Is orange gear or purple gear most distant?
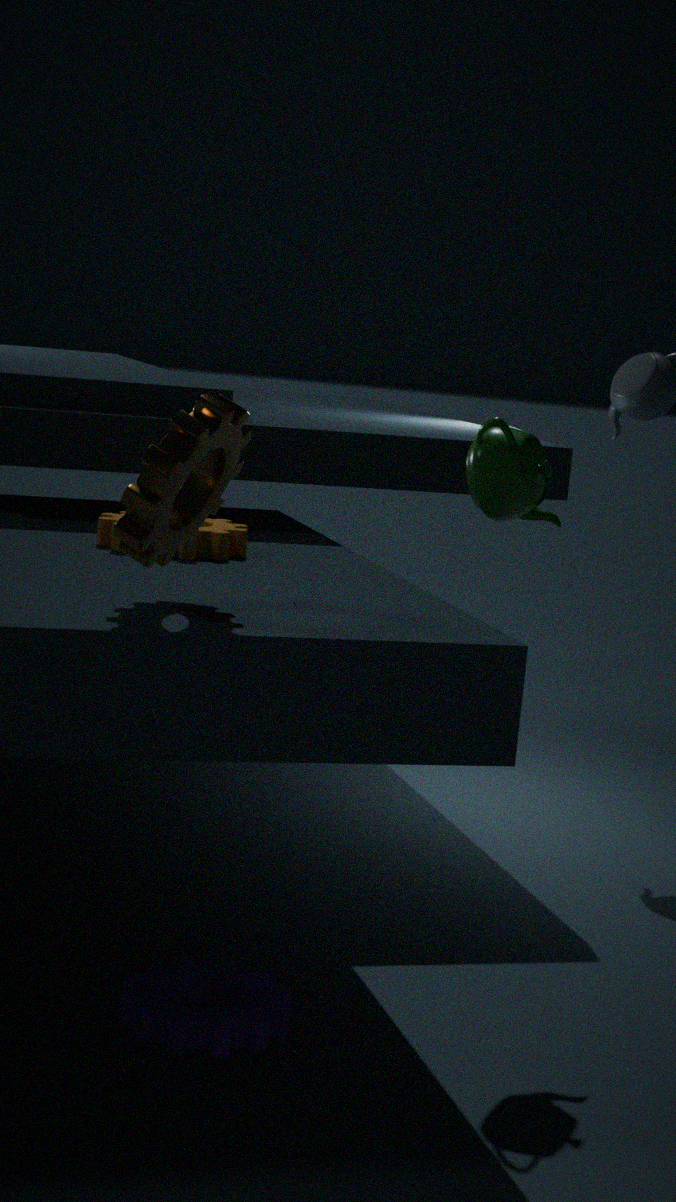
orange gear
